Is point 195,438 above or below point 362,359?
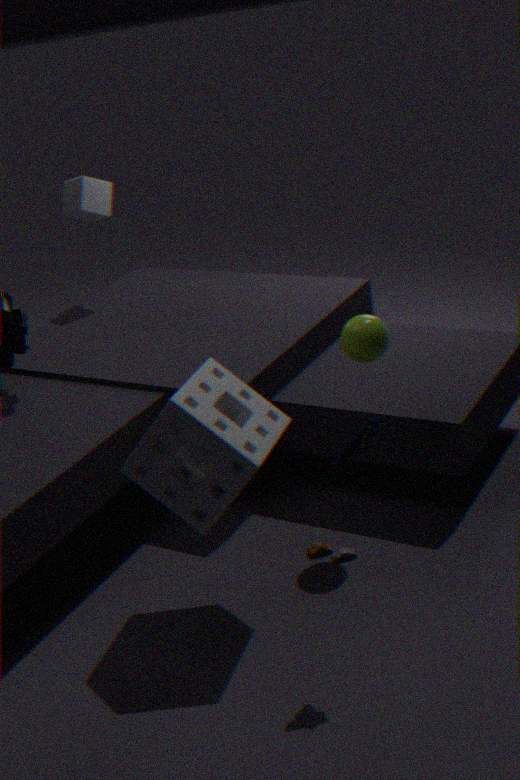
below
